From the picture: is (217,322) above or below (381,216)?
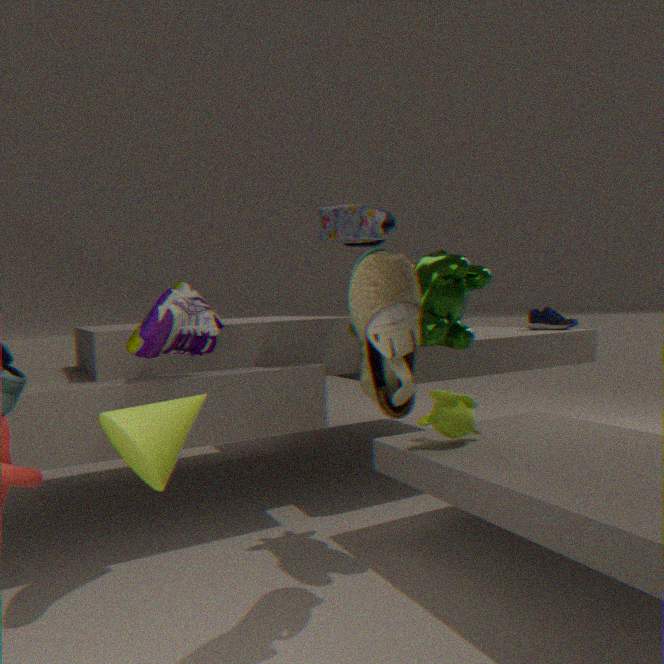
below
